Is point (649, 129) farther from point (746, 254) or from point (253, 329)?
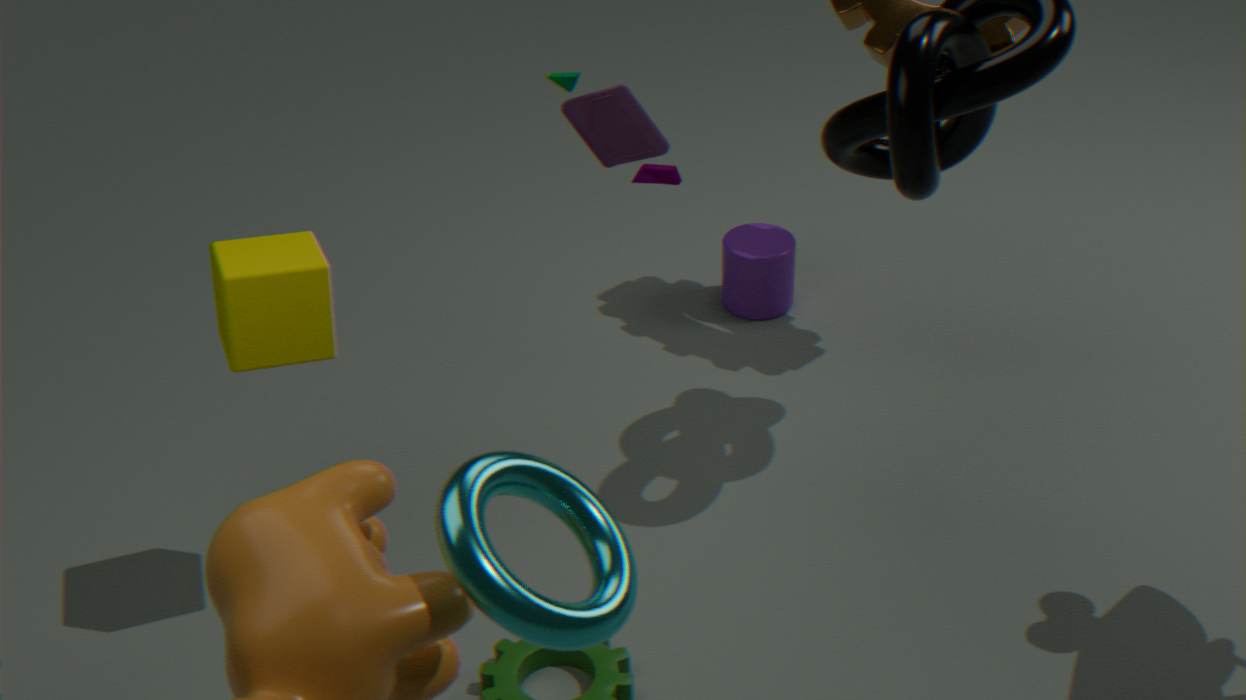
point (746, 254)
